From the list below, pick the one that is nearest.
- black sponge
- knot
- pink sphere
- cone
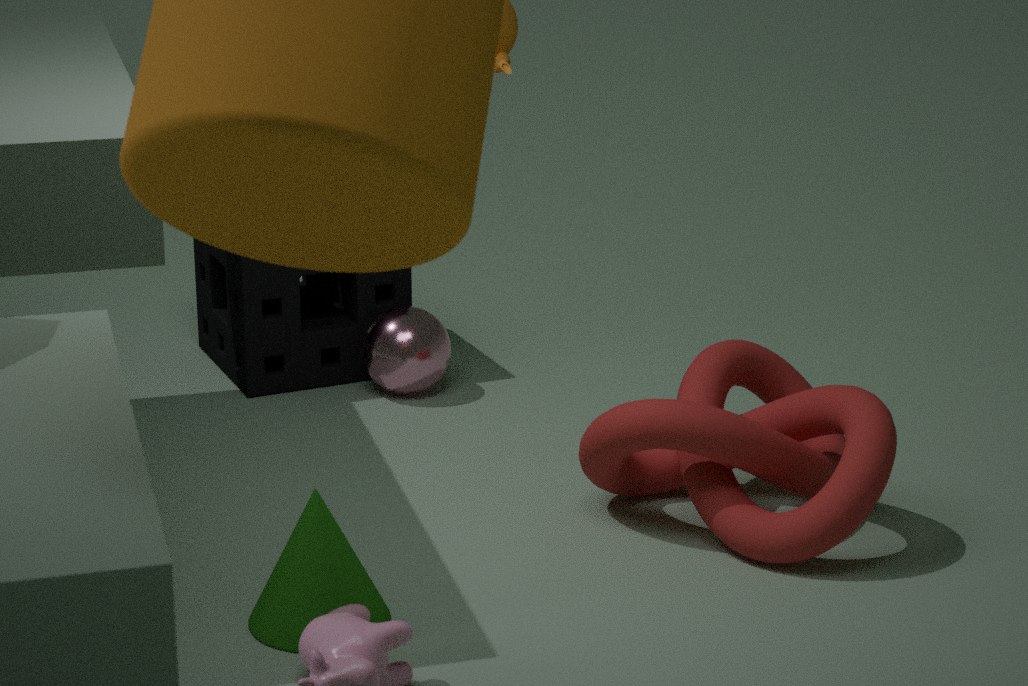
cone
